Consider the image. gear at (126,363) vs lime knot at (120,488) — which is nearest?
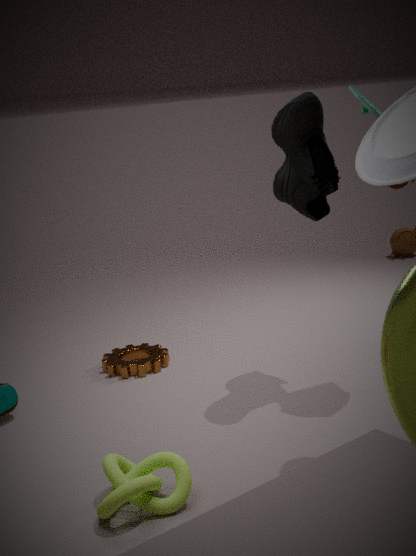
lime knot at (120,488)
